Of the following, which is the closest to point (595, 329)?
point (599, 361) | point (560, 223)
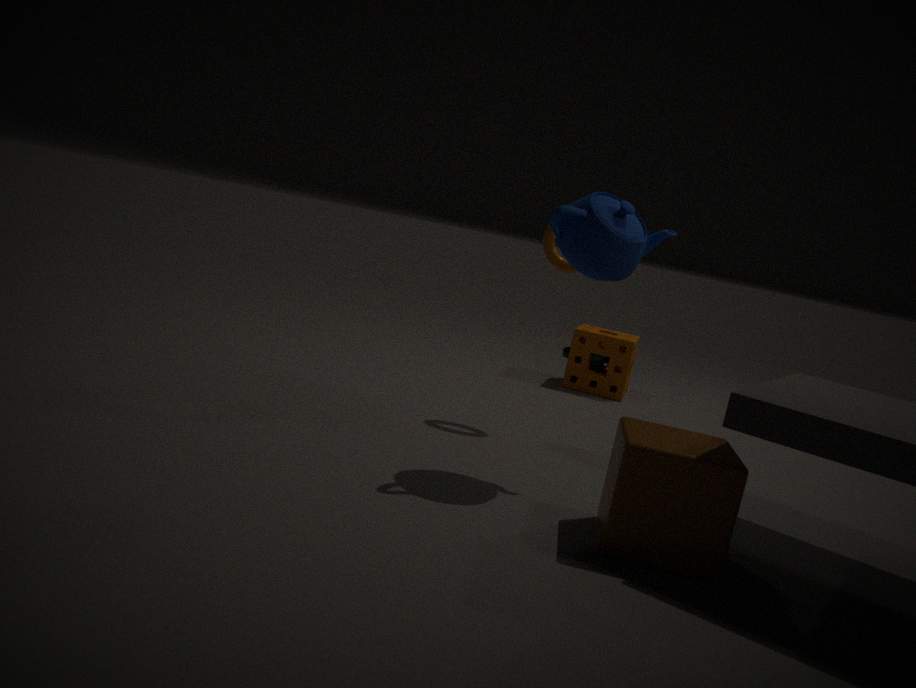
point (599, 361)
